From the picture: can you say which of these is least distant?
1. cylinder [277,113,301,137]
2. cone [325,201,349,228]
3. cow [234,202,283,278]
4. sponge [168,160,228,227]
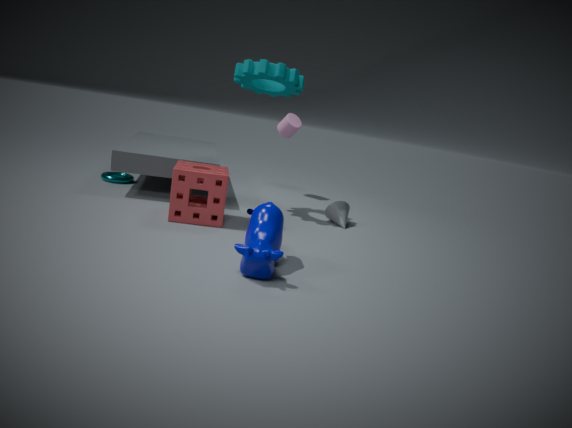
cow [234,202,283,278]
